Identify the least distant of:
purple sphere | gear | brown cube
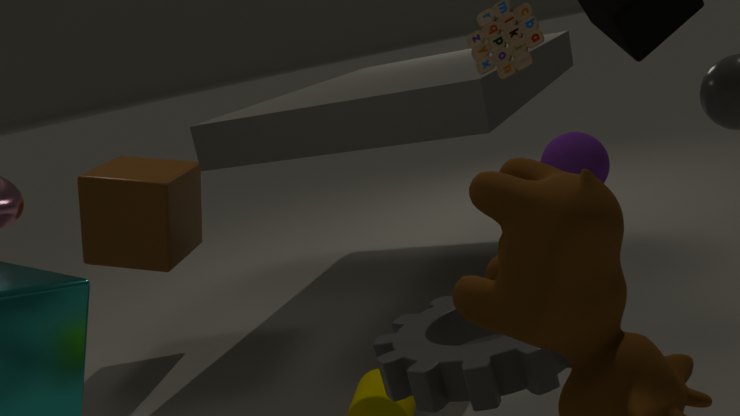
gear
